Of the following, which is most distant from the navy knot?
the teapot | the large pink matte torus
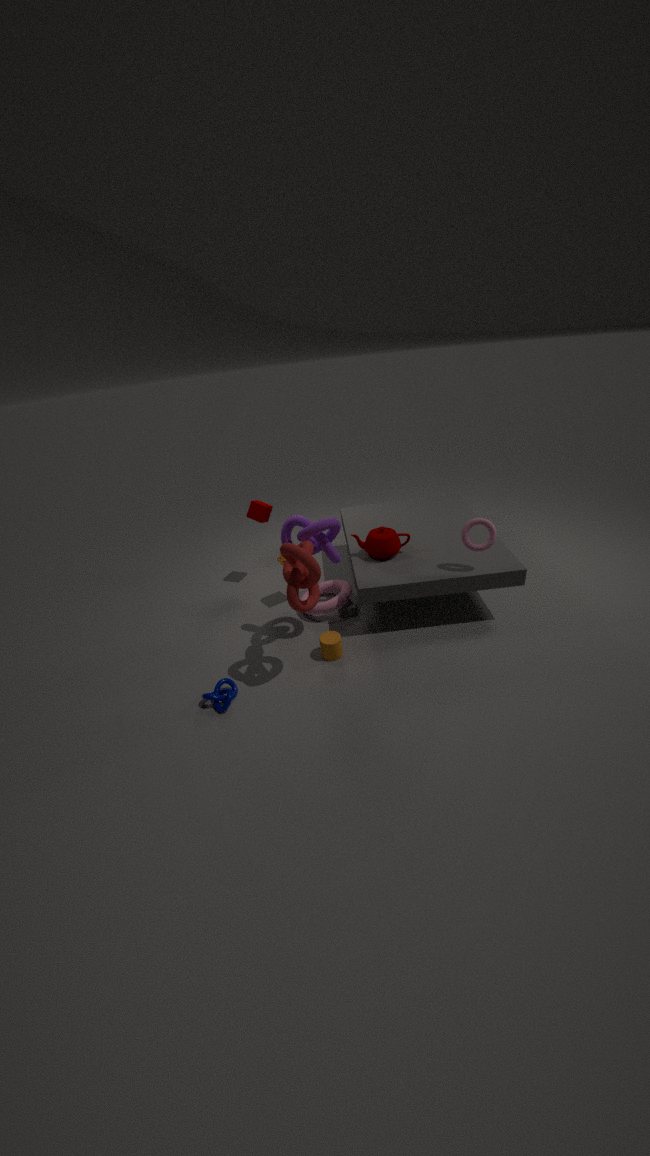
the teapot
